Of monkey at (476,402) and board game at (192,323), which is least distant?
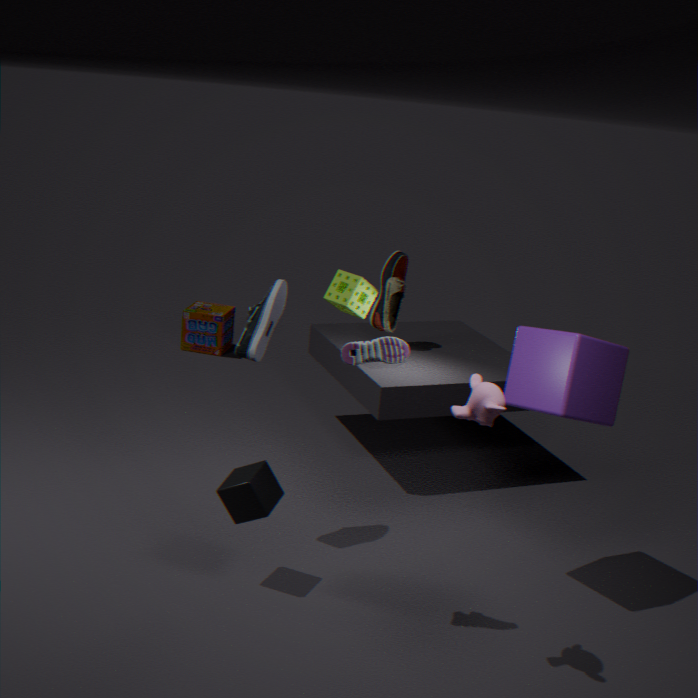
monkey at (476,402)
